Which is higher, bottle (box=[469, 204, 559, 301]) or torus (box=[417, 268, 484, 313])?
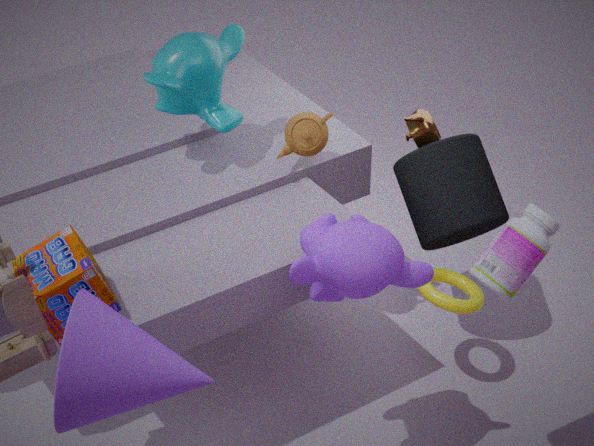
bottle (box=[469, 204, 559, 301])
